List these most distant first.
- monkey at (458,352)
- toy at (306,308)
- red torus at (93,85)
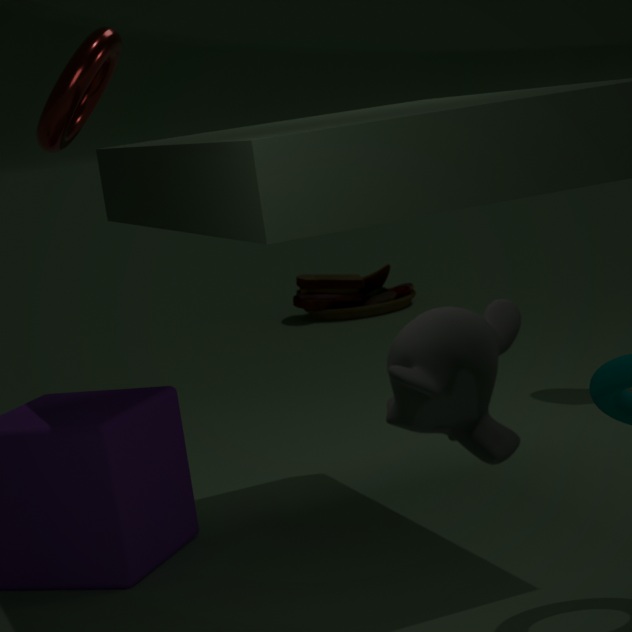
1. toy at (306,308)
2. red torus at (93,85)
3. monkey at (458,352)
